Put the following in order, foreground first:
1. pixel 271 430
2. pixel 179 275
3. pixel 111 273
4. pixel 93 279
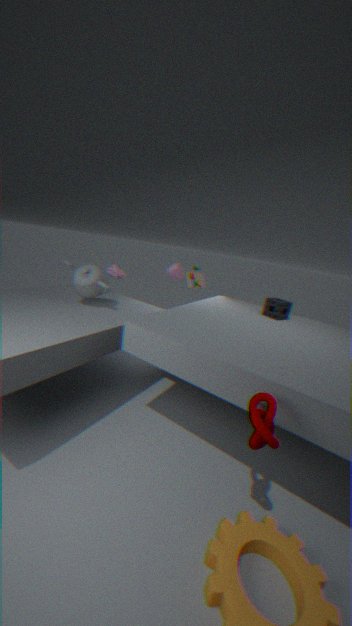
pixel 271 430 → pixel 93 279 → pixel 111 273 → pixel 179 275
